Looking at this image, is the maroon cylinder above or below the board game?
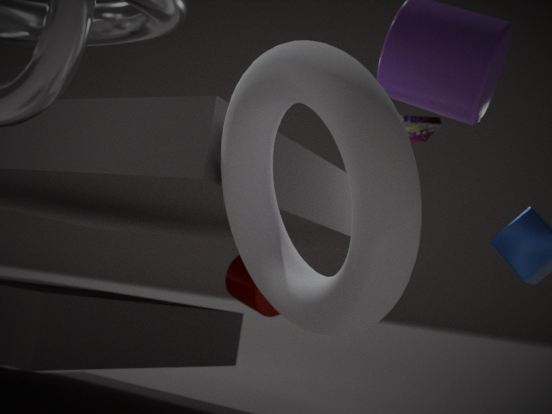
below
